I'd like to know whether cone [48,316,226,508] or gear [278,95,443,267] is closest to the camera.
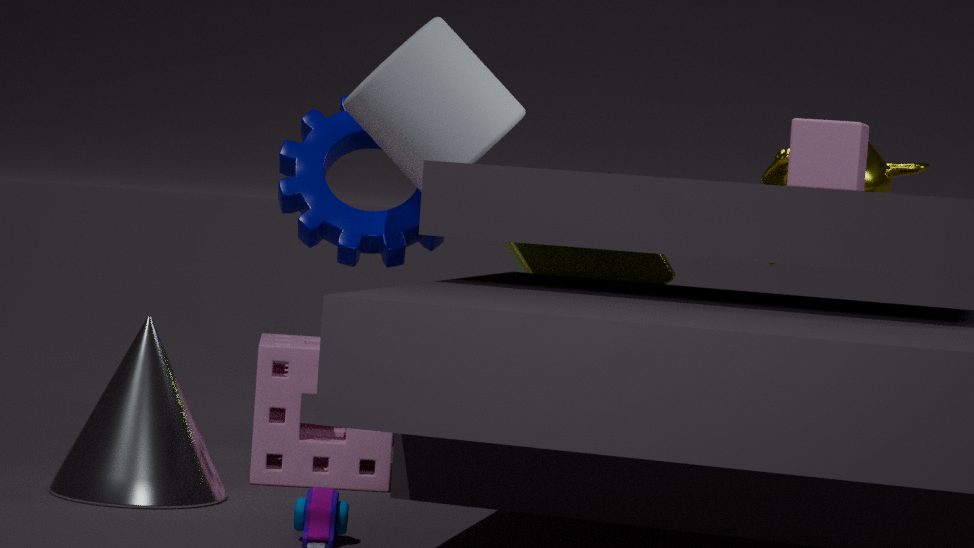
cone [48,316,226,508]
